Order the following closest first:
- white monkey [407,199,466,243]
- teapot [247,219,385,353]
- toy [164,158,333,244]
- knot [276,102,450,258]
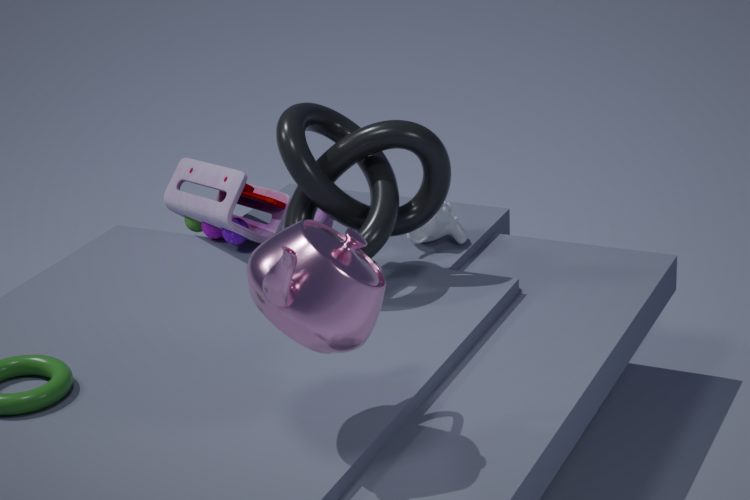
teapot [247,219,385,353] < knot [276,102,450,258] < toy [164,158,333,244] < white monkey [407,199,466,243]
